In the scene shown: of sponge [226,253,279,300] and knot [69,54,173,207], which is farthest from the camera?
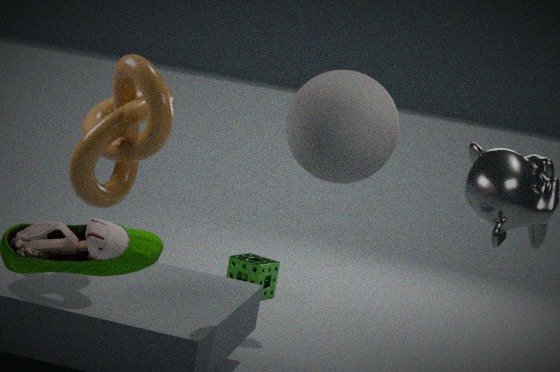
sponge [226,253,279,300]
